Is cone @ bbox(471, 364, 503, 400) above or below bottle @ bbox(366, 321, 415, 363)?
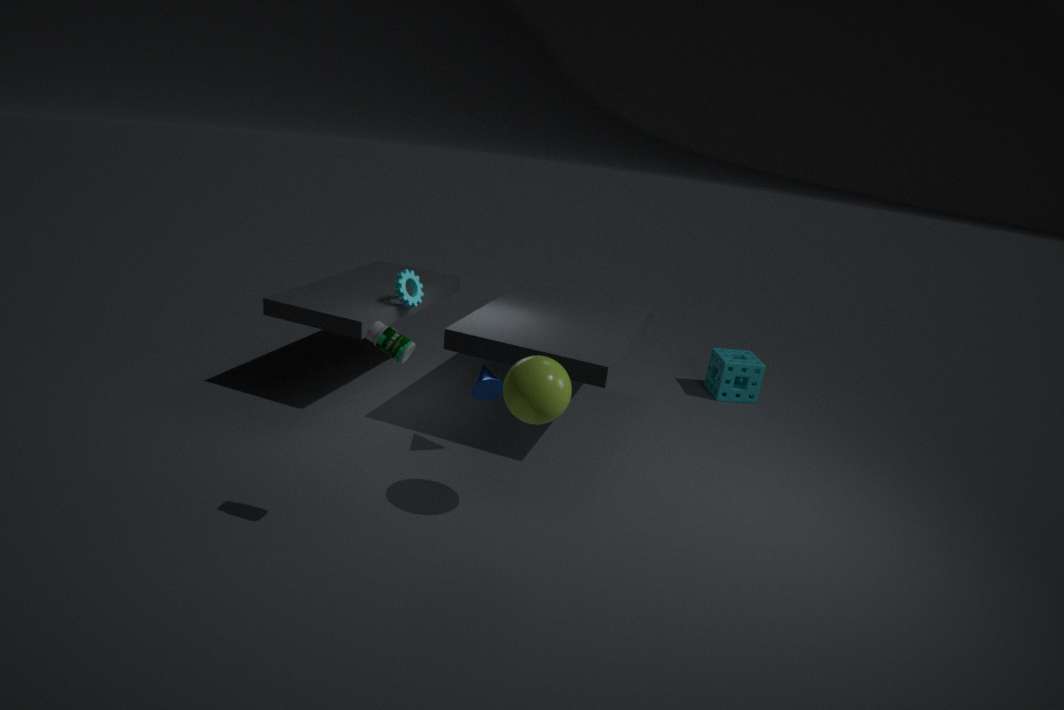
below
